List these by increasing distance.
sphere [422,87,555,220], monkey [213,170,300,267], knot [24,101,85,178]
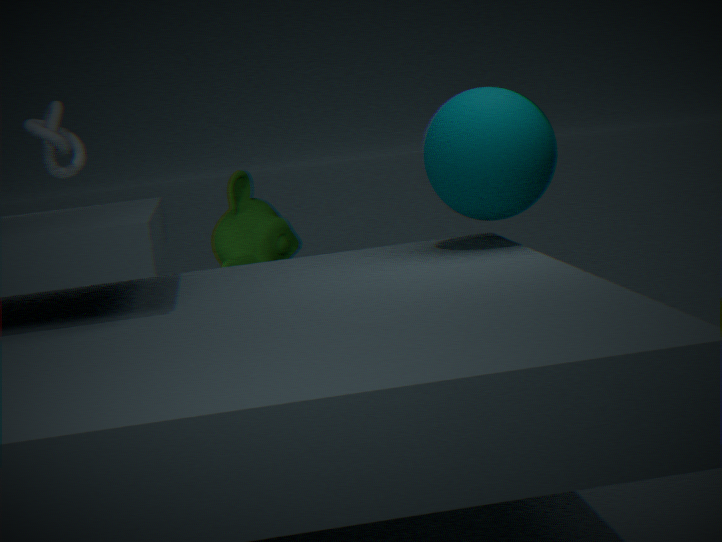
sphere [422,87,555,220] → knot [24,101,85,178] → monkey [213,170,300,267]
